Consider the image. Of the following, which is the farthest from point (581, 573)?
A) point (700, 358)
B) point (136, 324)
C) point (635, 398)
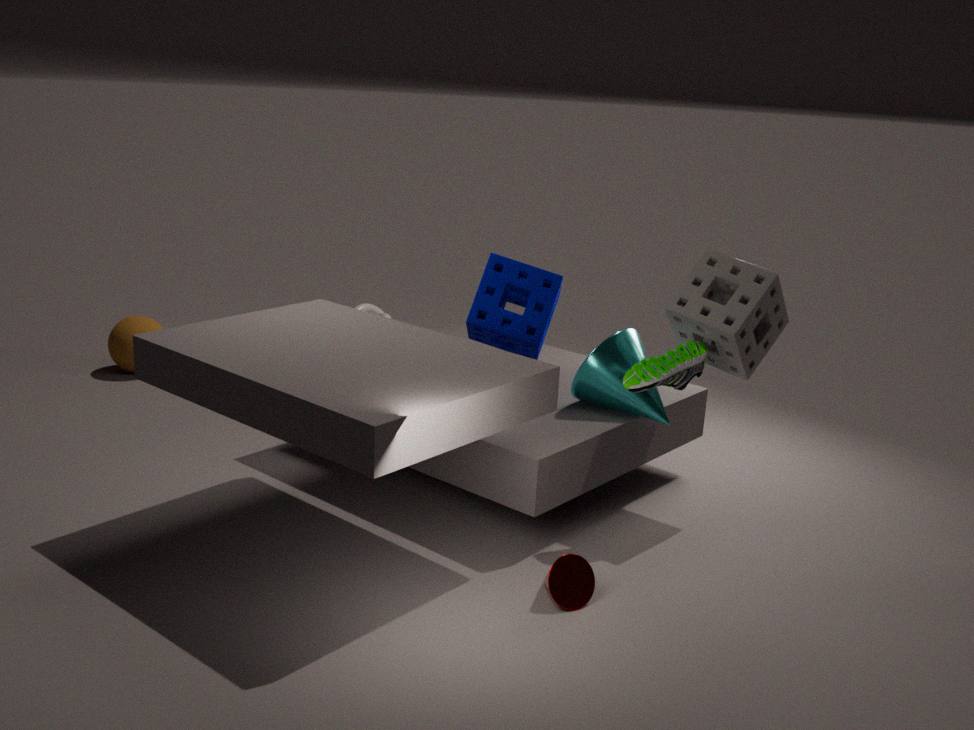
point (136, 324)
